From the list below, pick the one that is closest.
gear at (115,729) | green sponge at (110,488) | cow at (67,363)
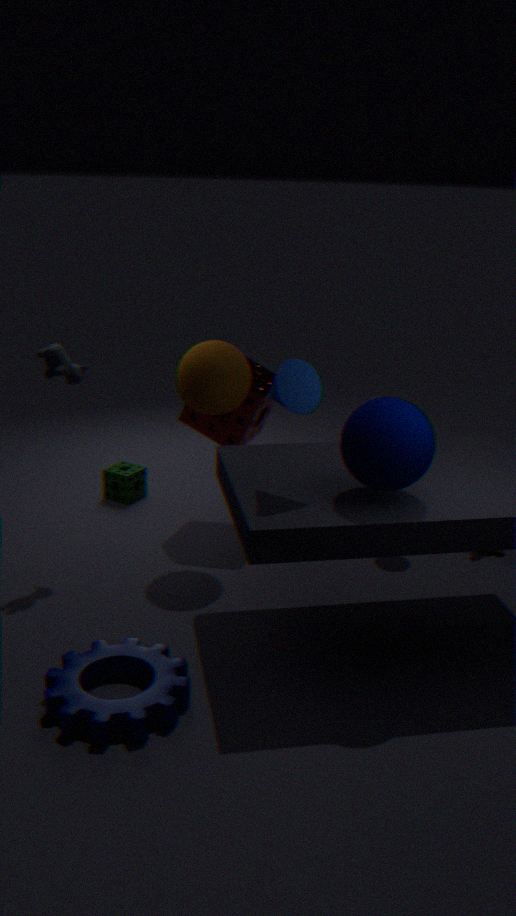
gear at (115,729)
